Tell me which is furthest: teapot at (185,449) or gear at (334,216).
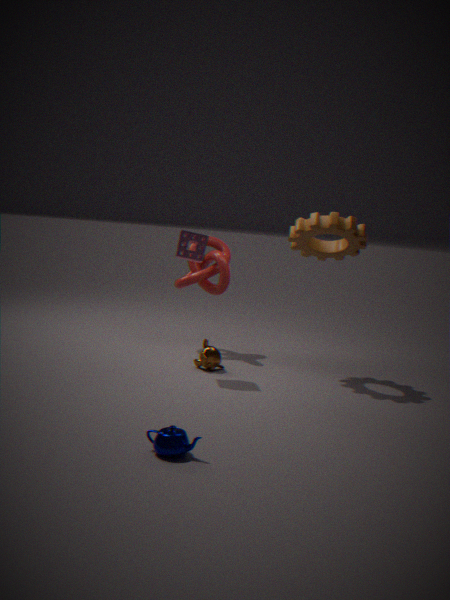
gear at (334,216)
